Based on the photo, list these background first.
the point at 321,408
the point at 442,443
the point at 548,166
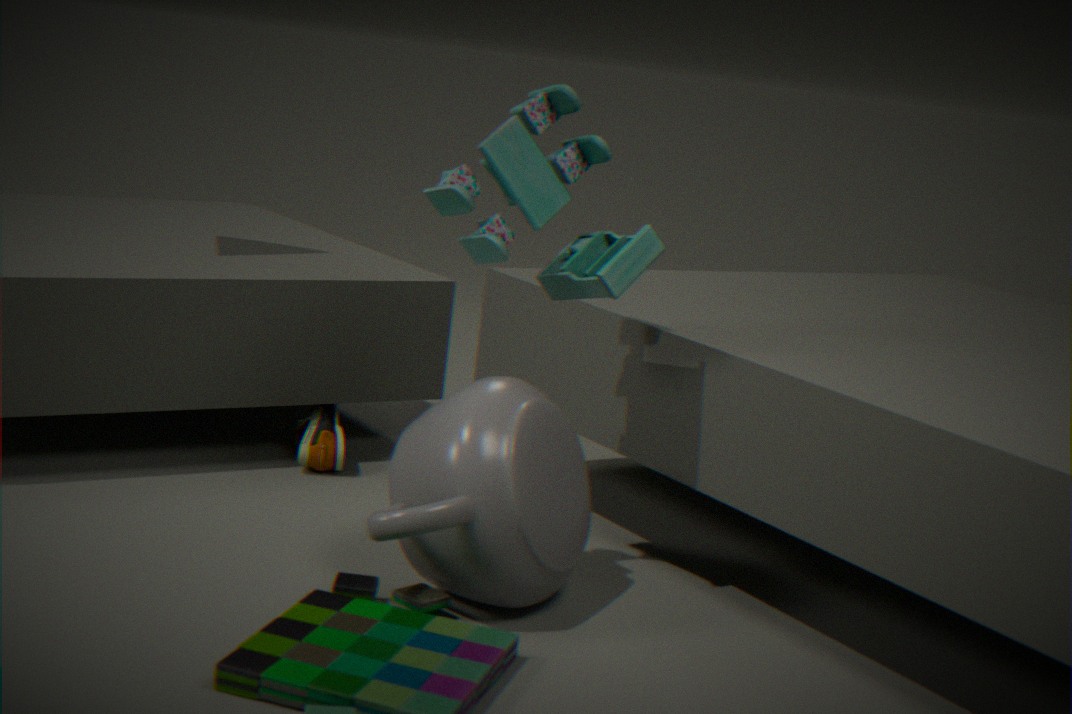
1. the point at 321,408
2. the point at 548,166
3. the point at 442,443
